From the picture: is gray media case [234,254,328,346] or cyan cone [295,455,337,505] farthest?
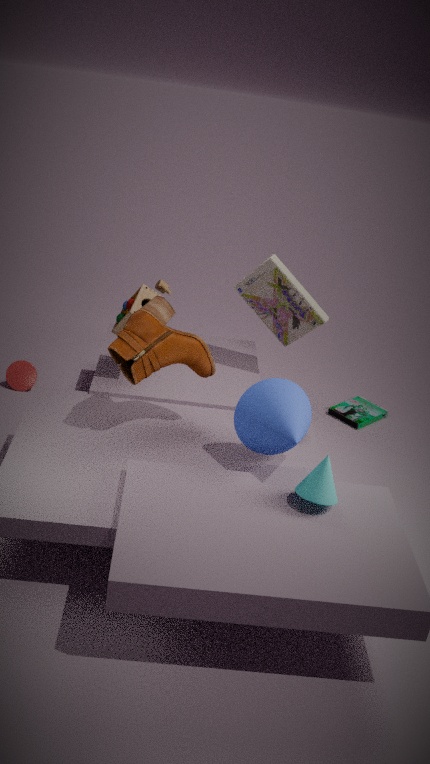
gray media case [234,254,328,346]
